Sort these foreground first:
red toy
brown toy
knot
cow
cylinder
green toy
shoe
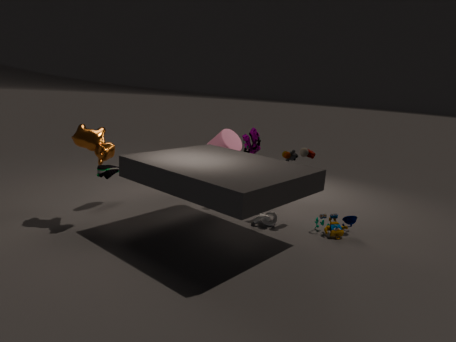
cow
green toy
brown toy
knot
shoe
red toy
cylinder
